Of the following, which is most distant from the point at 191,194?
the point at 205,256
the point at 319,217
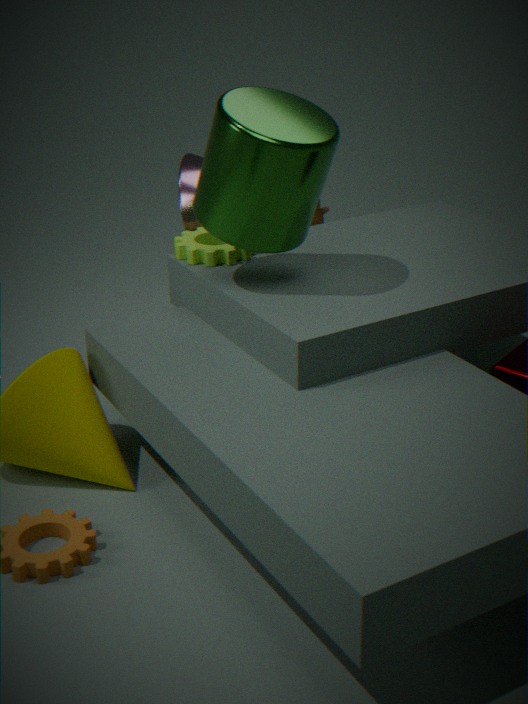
the point at 319,217
